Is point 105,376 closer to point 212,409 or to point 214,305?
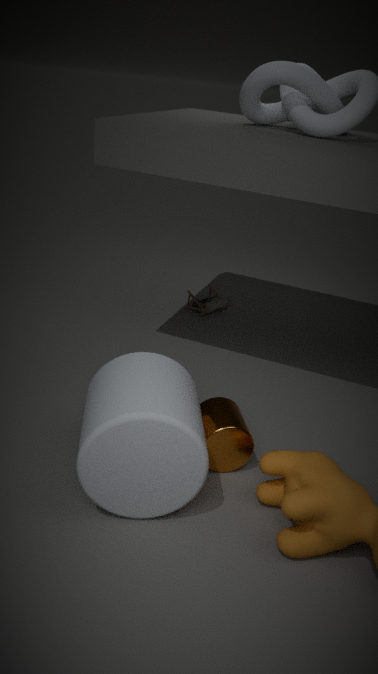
point 212,409
